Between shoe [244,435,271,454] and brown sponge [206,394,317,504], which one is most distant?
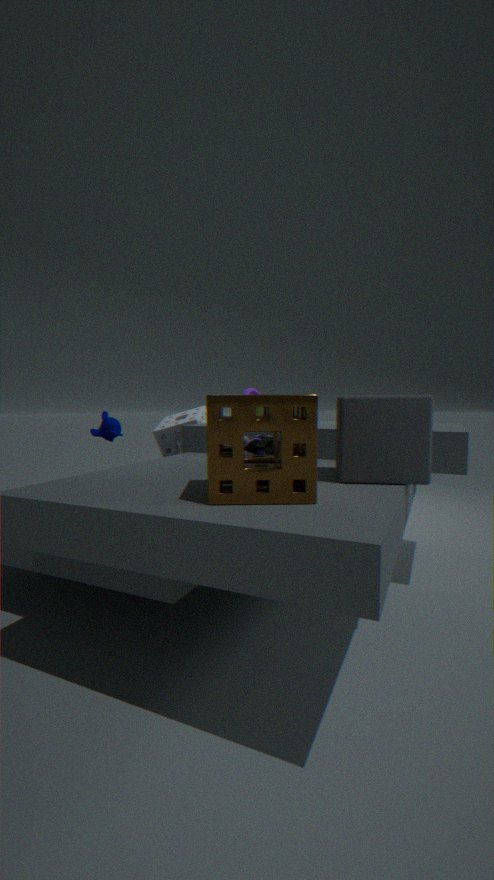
shoe [244,435,271,454]
